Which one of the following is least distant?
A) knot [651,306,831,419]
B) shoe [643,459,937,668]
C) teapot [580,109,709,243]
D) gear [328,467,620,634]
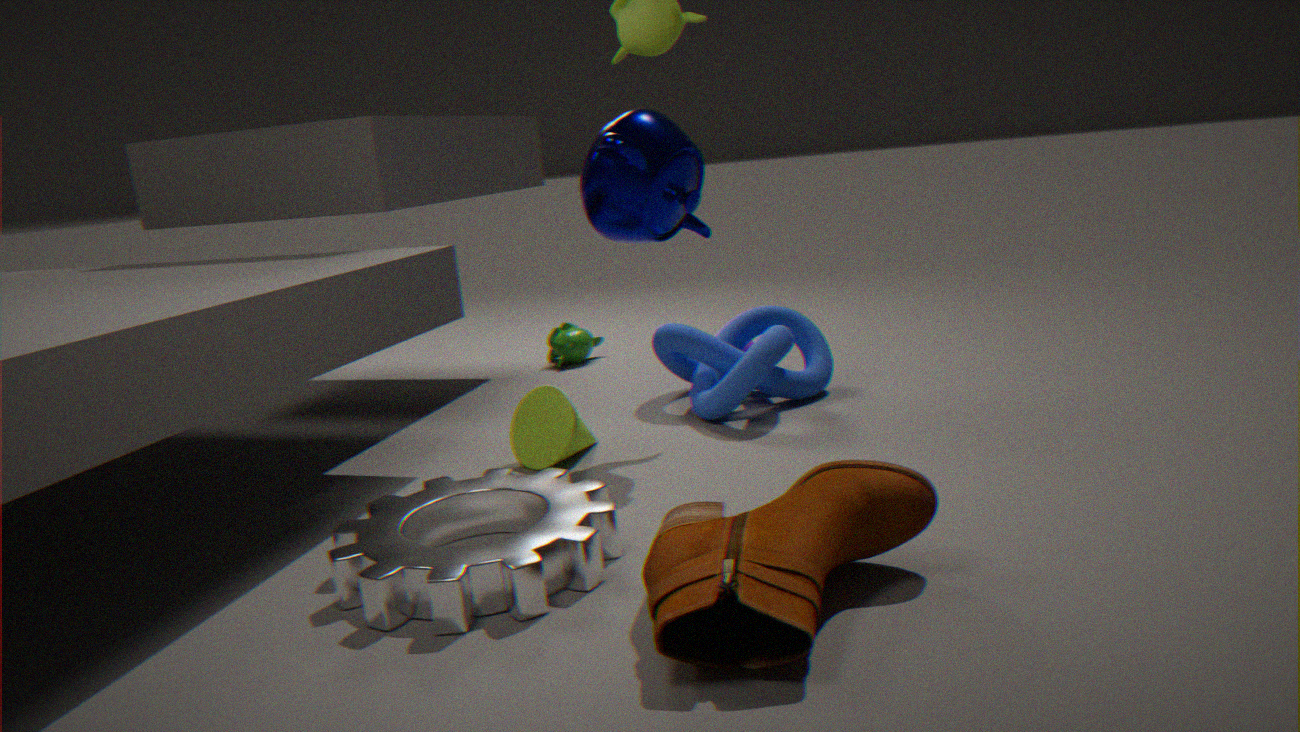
shoe [643,459,937,668]
